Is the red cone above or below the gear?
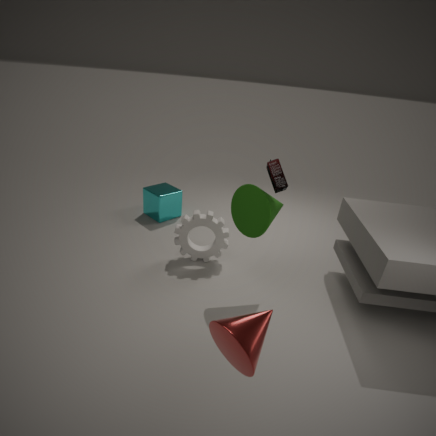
above
